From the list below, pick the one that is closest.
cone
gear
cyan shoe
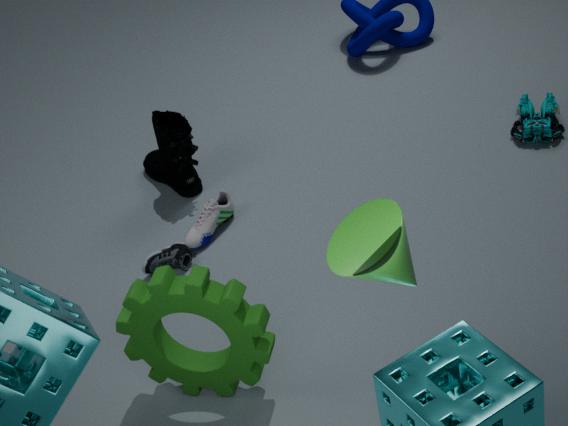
cone
